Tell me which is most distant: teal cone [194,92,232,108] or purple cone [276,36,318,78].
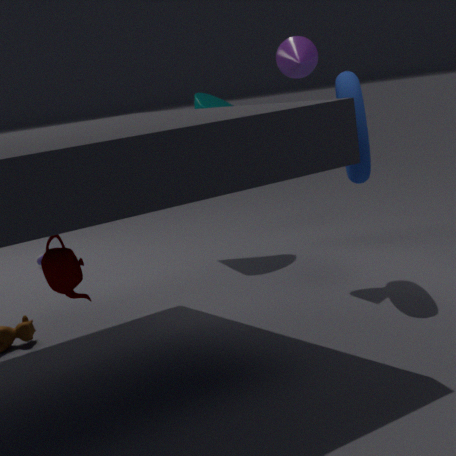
teal cone [194,92,232,108]
